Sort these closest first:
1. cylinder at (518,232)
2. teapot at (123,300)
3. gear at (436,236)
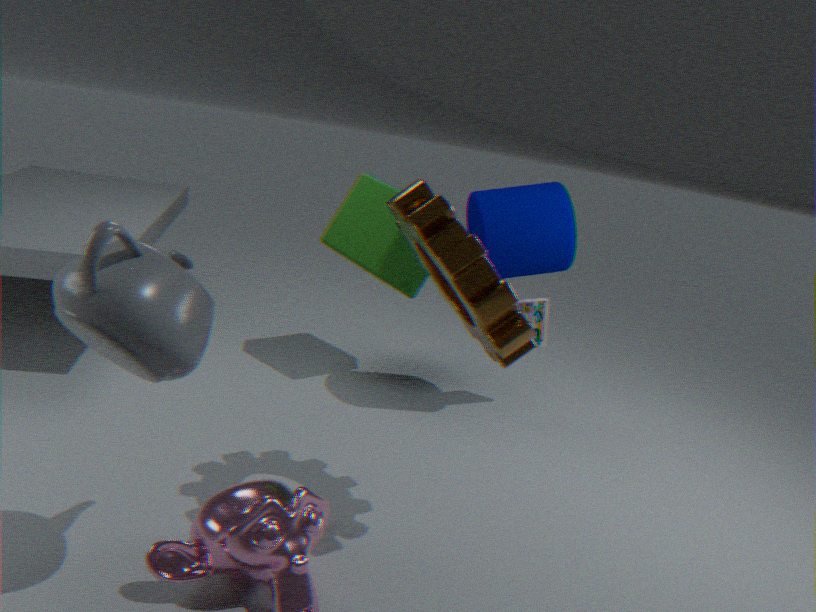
teapot at (123,300) → gear at (436,236) → cylinder at (518,232)
